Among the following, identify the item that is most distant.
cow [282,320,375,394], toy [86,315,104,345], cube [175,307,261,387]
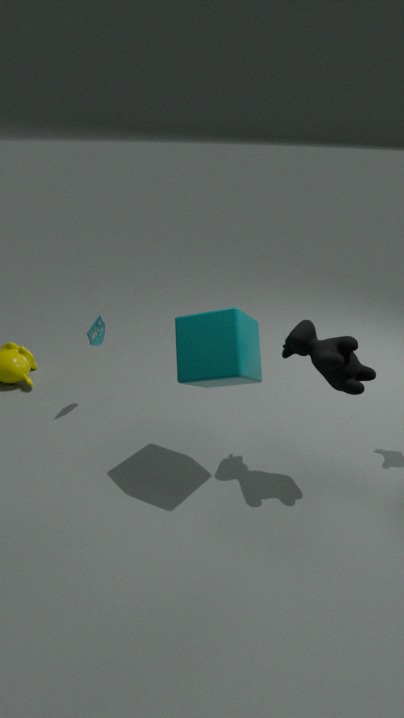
toy [86,315,104,345]
